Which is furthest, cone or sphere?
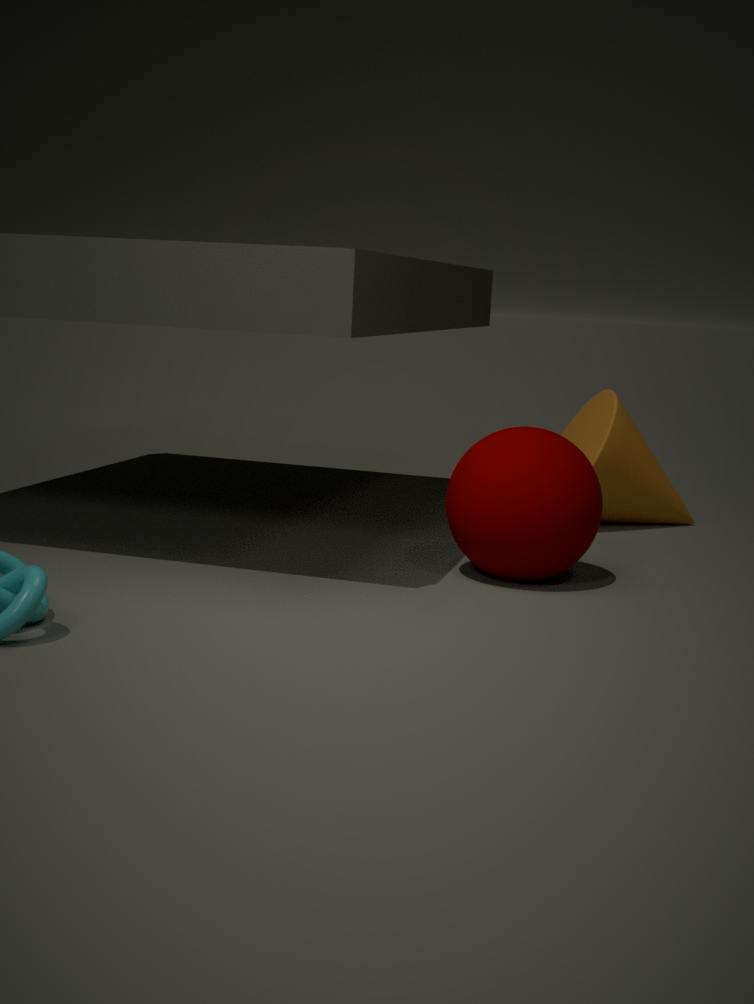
cone
